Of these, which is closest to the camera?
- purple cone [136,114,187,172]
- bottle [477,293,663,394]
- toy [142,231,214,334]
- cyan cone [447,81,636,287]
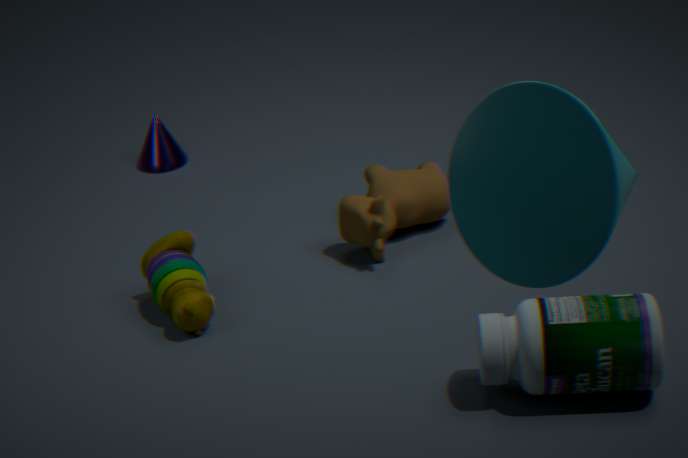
cyan cone [447,81,636,287]
